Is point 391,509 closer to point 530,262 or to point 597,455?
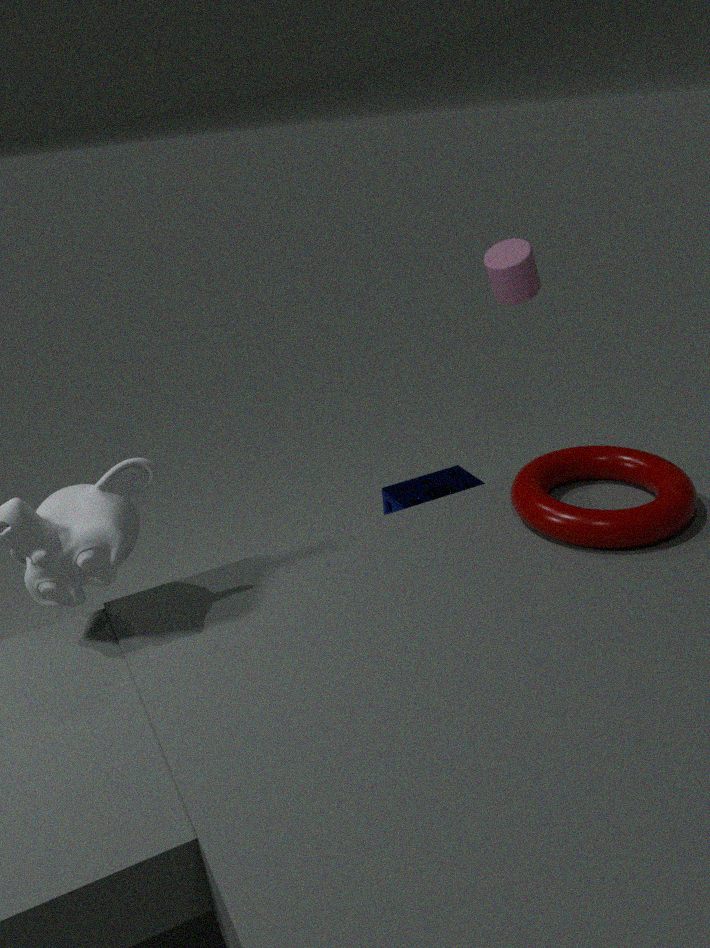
point 597,455
